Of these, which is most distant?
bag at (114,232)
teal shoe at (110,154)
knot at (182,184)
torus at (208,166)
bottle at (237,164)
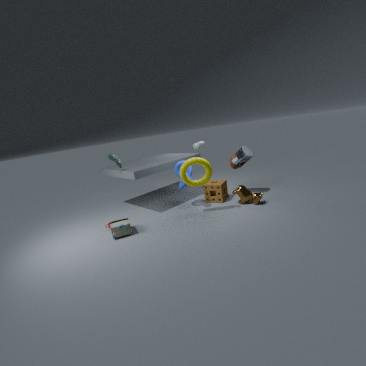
bottle at (237,164)
